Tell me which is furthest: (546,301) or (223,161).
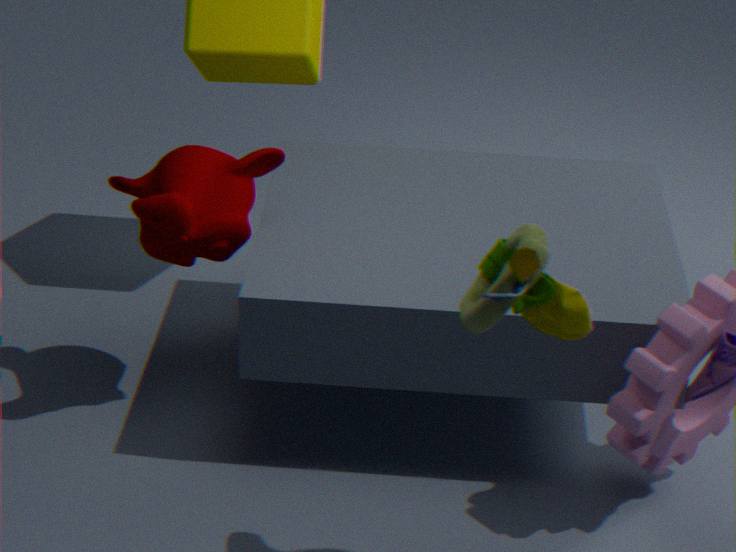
Answer: (223,161)
